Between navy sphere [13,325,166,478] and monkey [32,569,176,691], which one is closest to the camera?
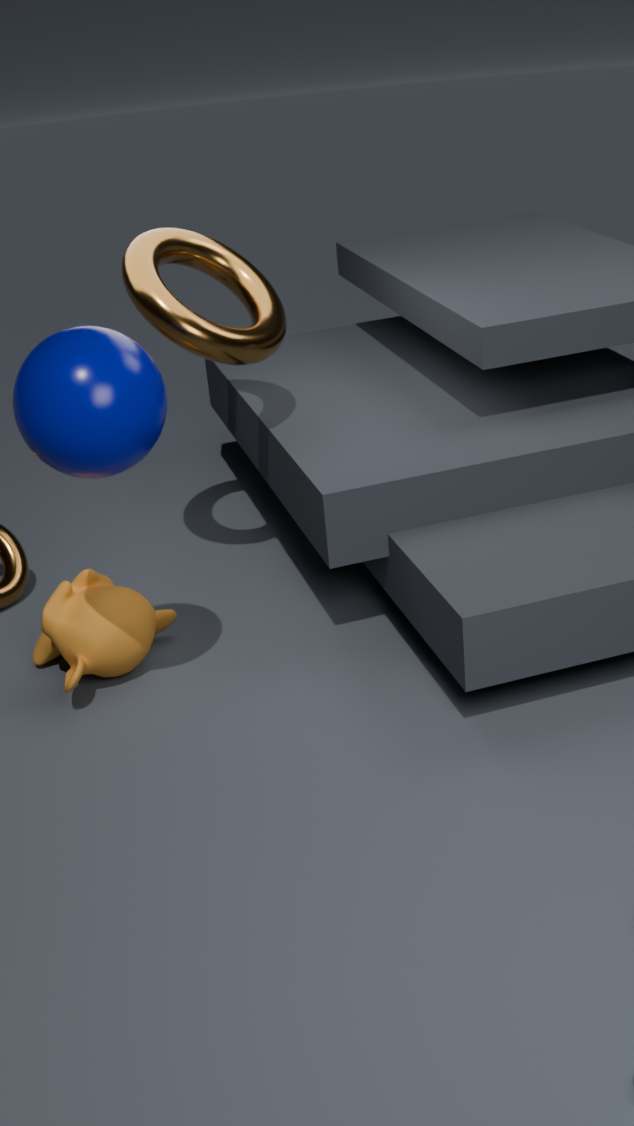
navy sphere [13,325,166,478]
